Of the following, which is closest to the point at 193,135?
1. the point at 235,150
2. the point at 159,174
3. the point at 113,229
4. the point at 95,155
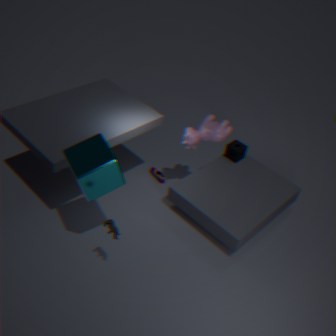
the point at 235,150
